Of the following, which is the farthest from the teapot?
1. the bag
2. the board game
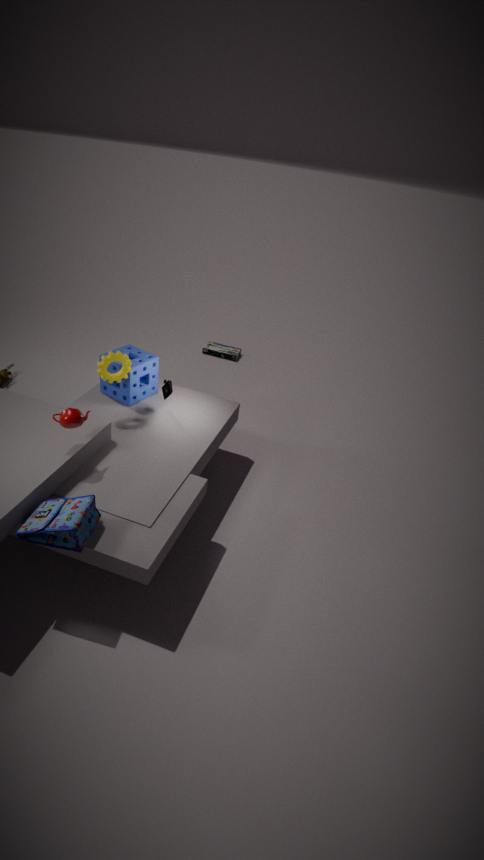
the board game
